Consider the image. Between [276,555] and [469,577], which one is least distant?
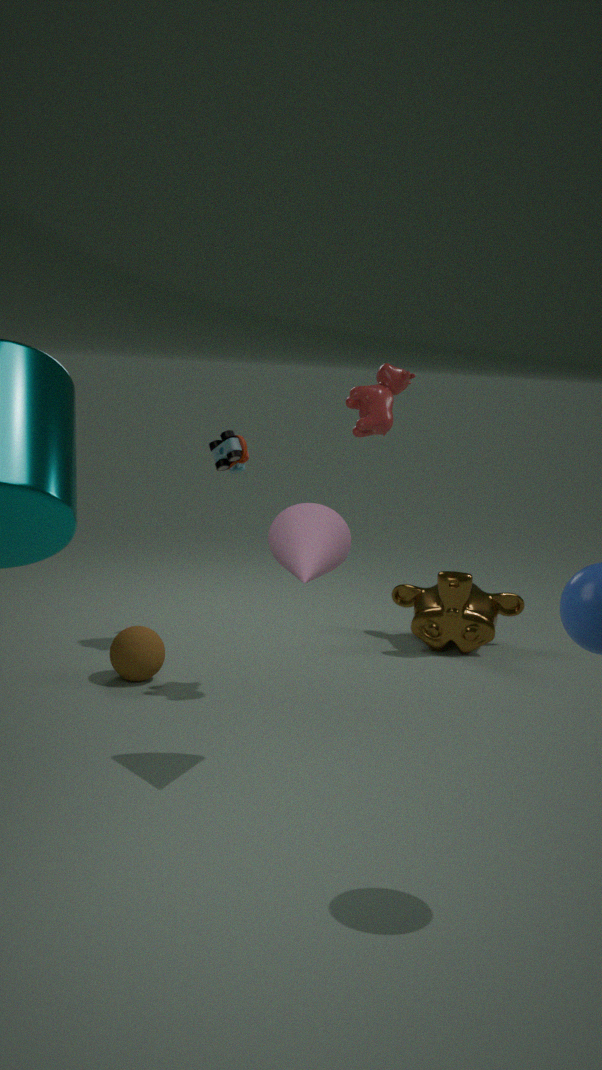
[276,555]
